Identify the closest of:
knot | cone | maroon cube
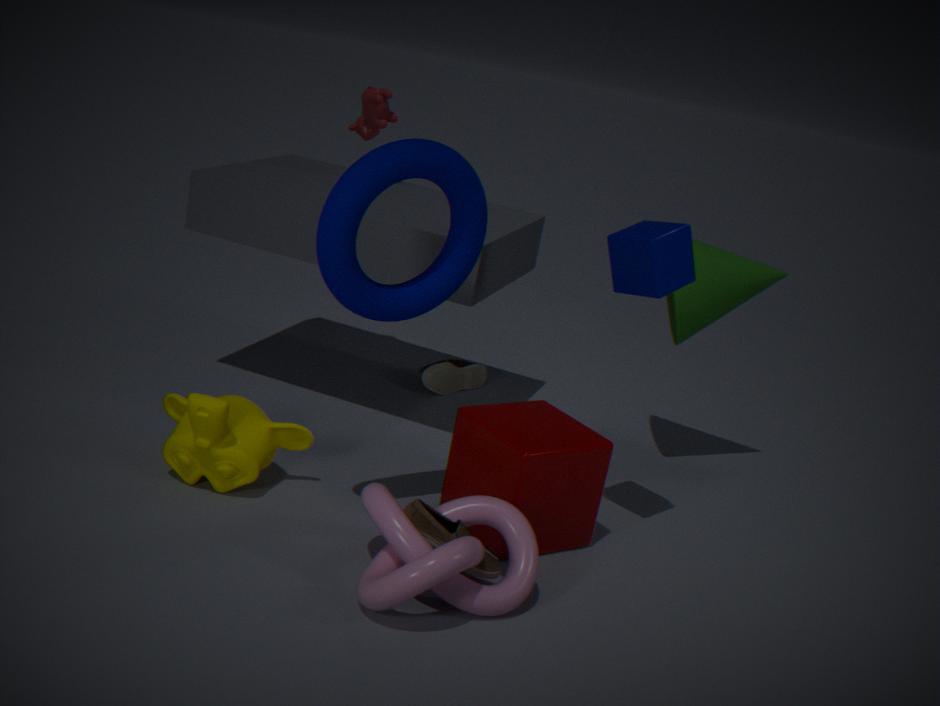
knot
